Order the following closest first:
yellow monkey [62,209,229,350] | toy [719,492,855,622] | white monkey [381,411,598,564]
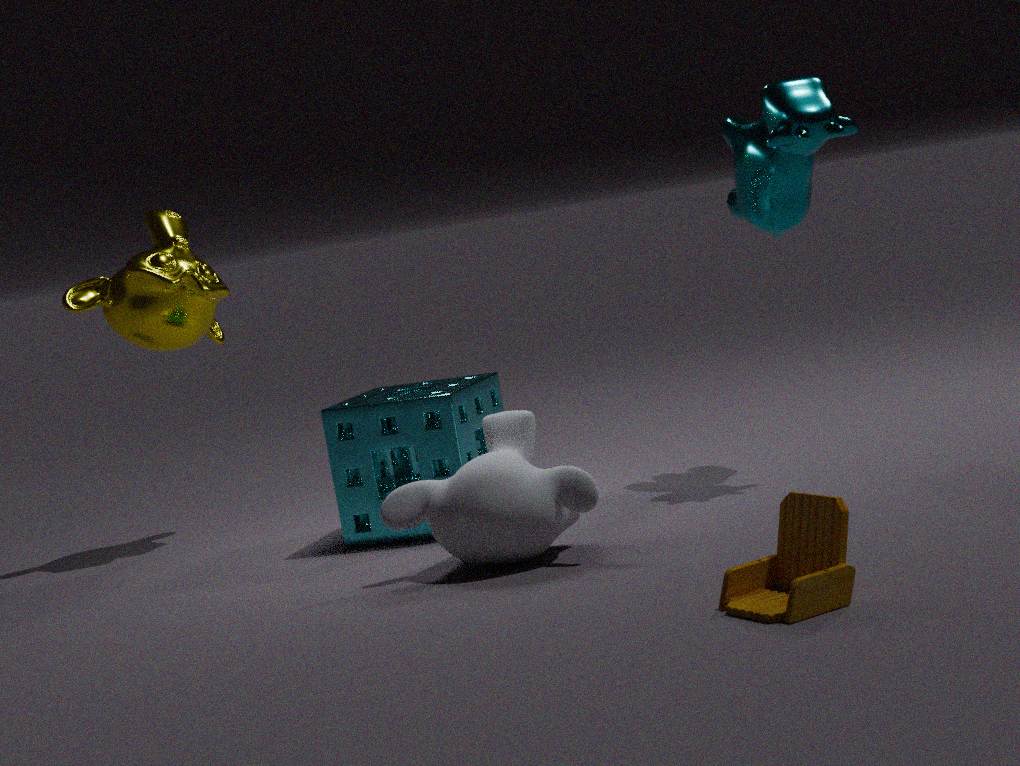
toy [719,492,855,622]
white monkey [381,411,598,564]
yellow monkey [62,209,229,350]
